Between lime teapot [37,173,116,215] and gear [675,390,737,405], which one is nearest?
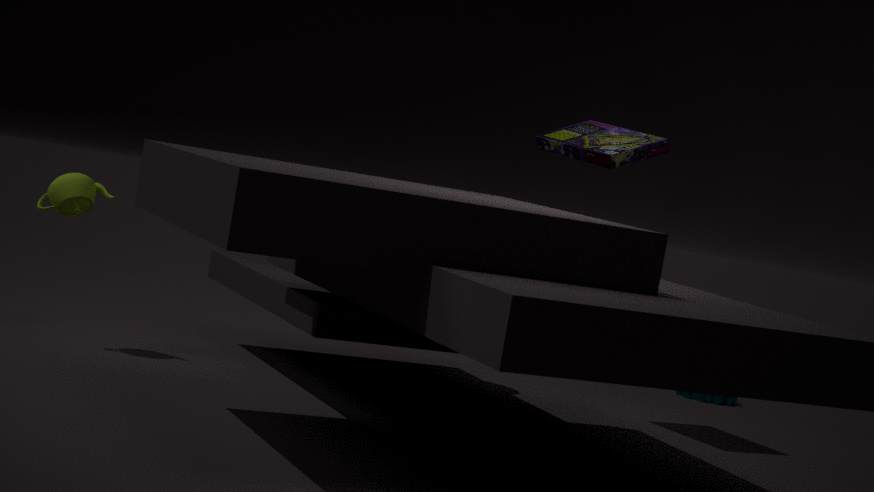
lime teapot [37,173,116,215]
